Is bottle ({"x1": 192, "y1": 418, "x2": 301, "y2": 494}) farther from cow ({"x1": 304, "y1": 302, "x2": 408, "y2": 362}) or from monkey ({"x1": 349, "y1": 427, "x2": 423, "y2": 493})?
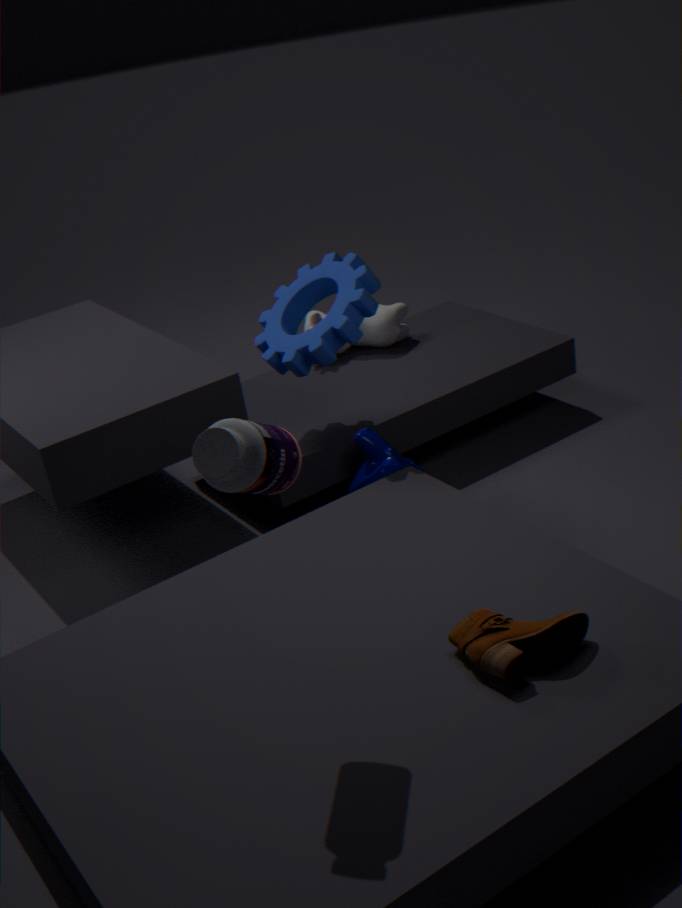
cow ({"x1": 304, "y1": 302, "x2": 408, "y2": 362})
